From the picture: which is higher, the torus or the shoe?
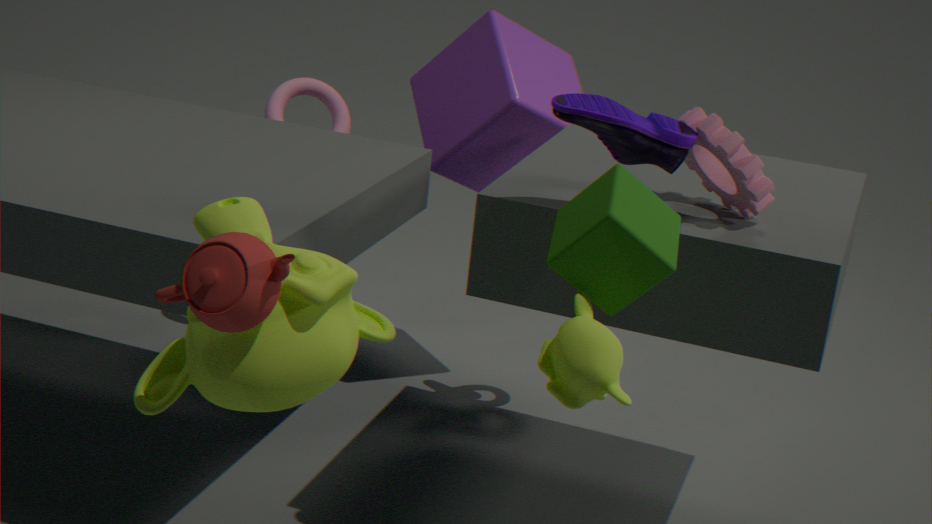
the shoe
